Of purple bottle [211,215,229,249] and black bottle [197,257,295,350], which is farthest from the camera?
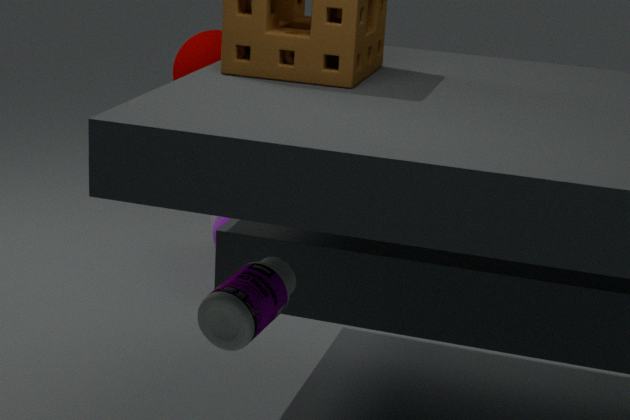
purple bottle [211,215,229,249]
